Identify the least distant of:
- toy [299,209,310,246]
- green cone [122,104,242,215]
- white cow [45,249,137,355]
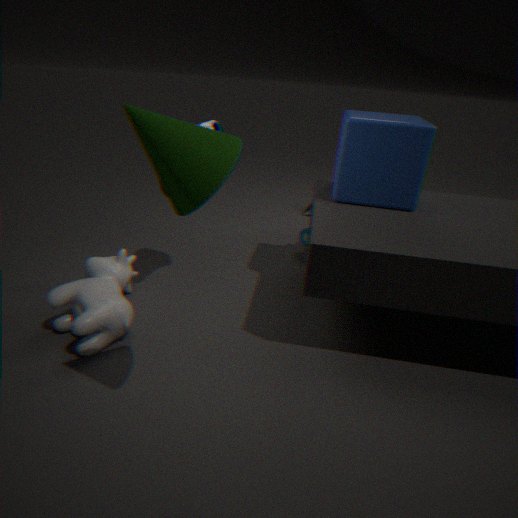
green cone [122,104,242,215]
